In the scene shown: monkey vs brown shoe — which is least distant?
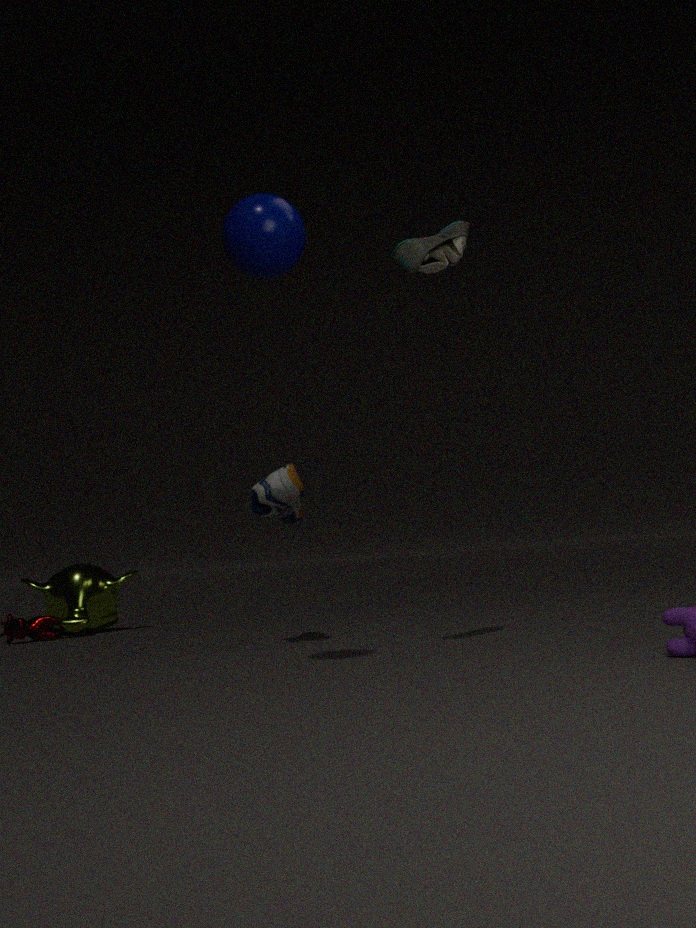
brown shoe
